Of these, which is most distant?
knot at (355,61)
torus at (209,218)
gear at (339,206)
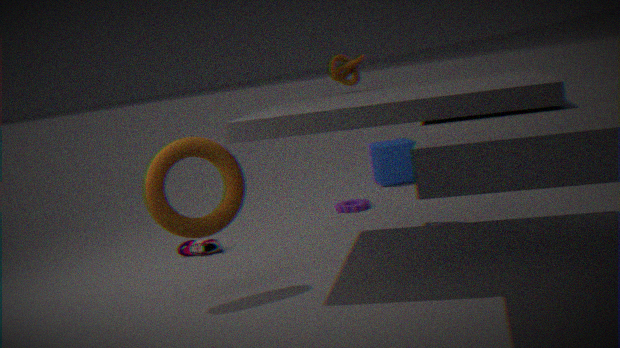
gear at (339,206)
